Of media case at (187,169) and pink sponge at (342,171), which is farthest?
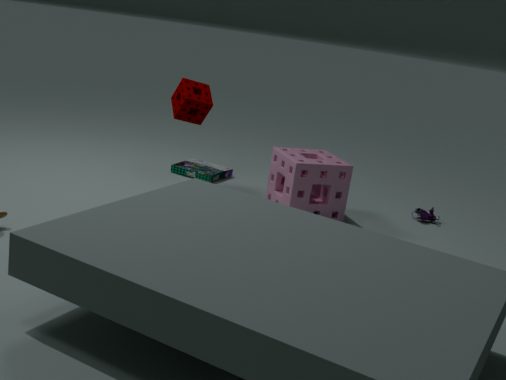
media case at (187,169)
